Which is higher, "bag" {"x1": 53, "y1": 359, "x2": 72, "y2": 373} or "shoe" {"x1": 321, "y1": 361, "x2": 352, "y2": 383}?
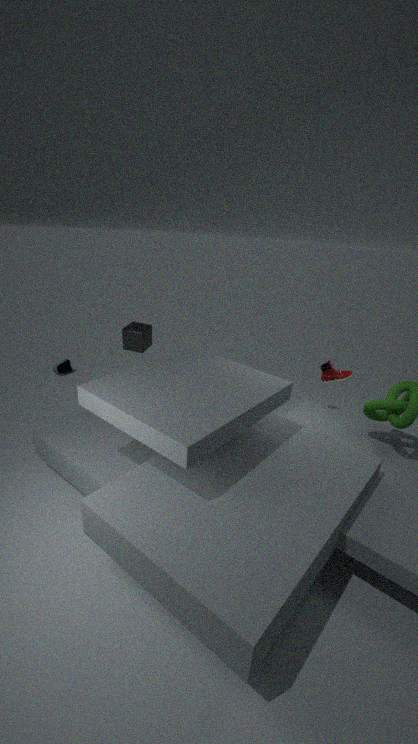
"shoe" {"x1": 321, "y1": 361, "x2": 352, "y2": 383}
